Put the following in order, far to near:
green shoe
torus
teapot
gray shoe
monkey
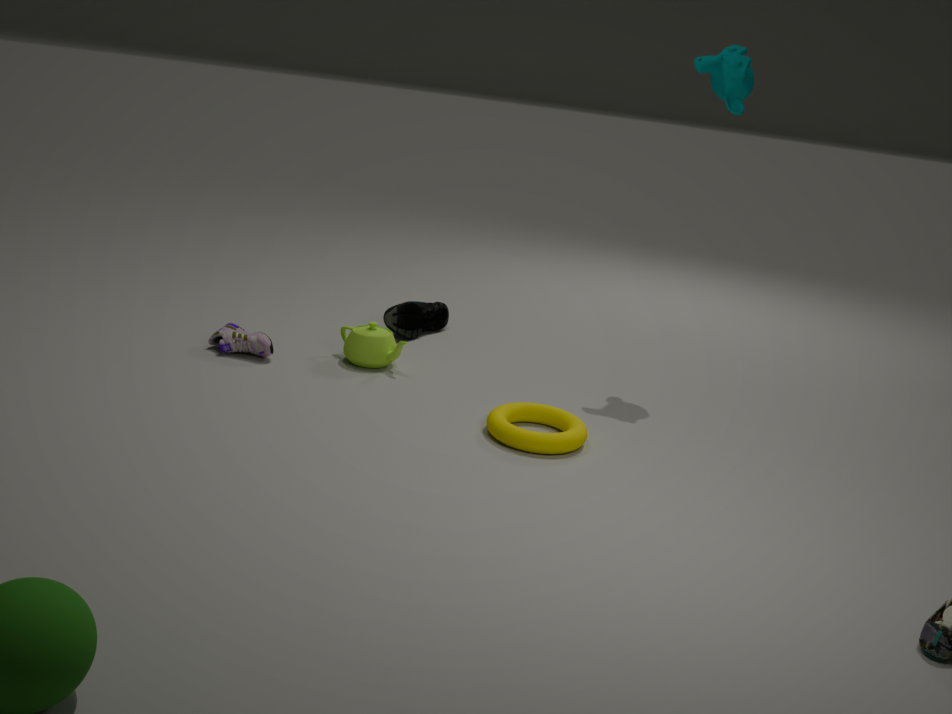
green shoe, teapot, monkey, gray shoe, torus
